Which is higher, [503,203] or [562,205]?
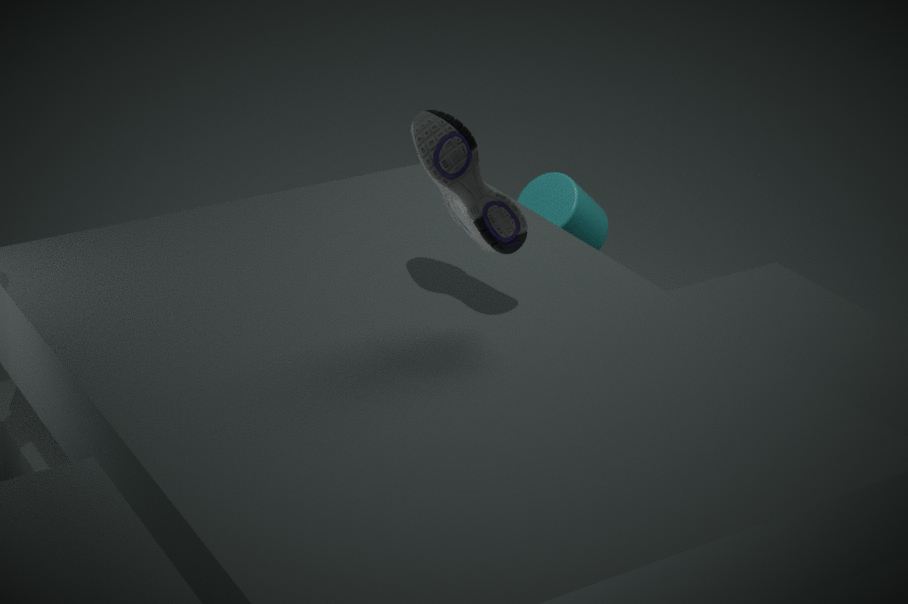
[503,203]
